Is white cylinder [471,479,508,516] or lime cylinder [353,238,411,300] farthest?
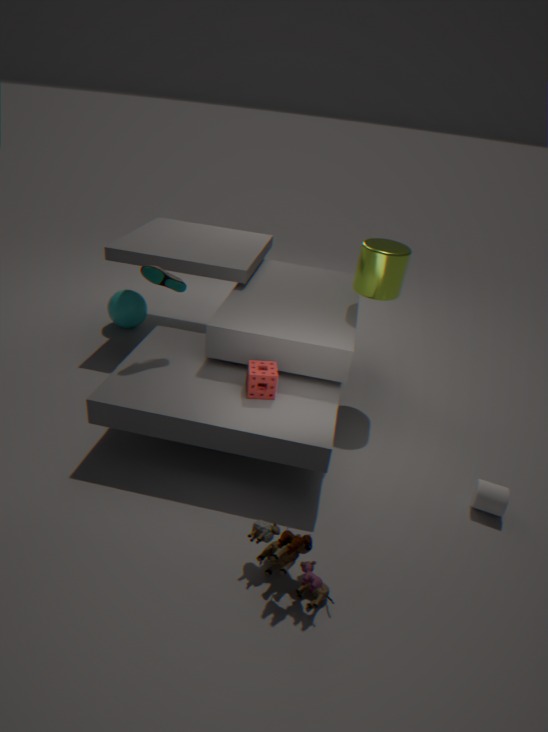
lime cylinder [353,238,411,300]
